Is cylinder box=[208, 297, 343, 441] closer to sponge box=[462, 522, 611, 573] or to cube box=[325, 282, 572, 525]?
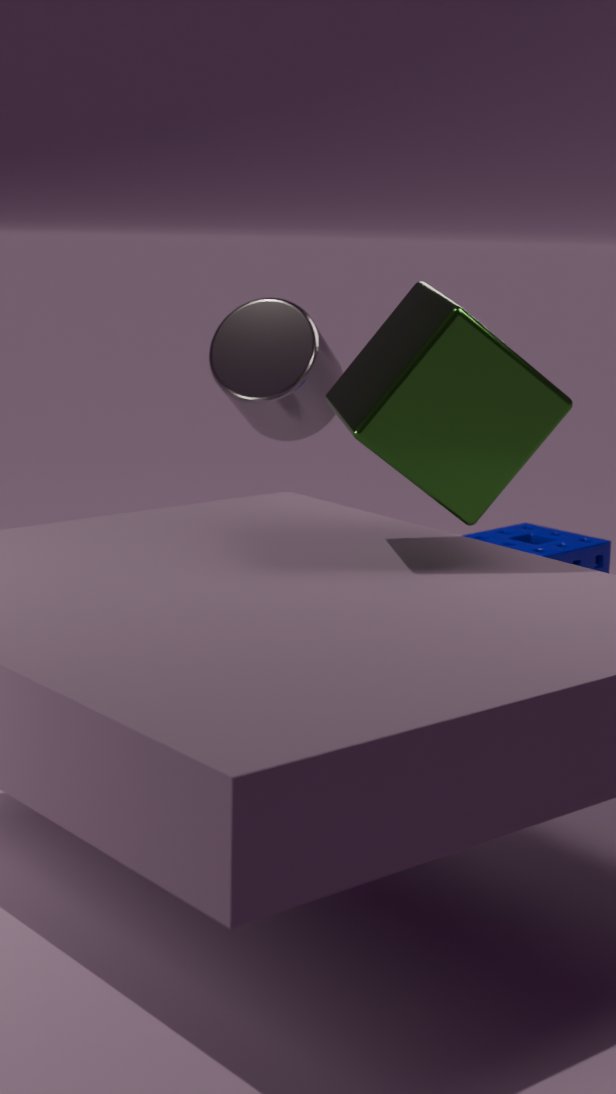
sponge box=[462, 522, 611, 573]
